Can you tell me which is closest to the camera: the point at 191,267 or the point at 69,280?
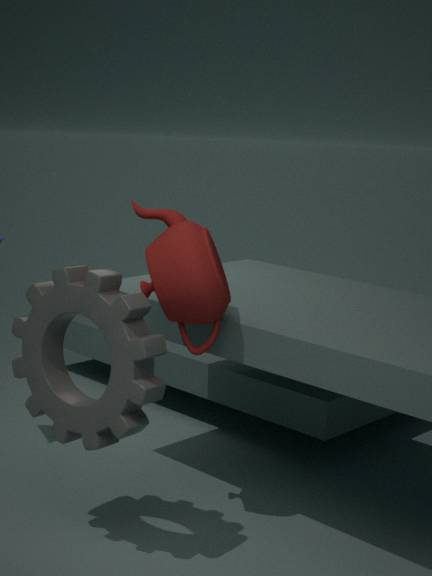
the point at 69,280
